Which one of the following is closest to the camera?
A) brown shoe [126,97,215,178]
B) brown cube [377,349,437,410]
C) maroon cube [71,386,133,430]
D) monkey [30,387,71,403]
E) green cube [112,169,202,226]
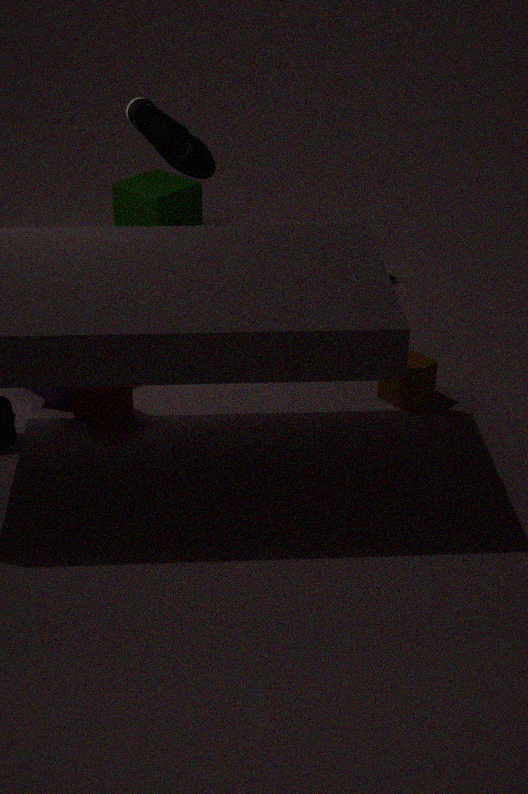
maroon cube [71,386,133,430]
